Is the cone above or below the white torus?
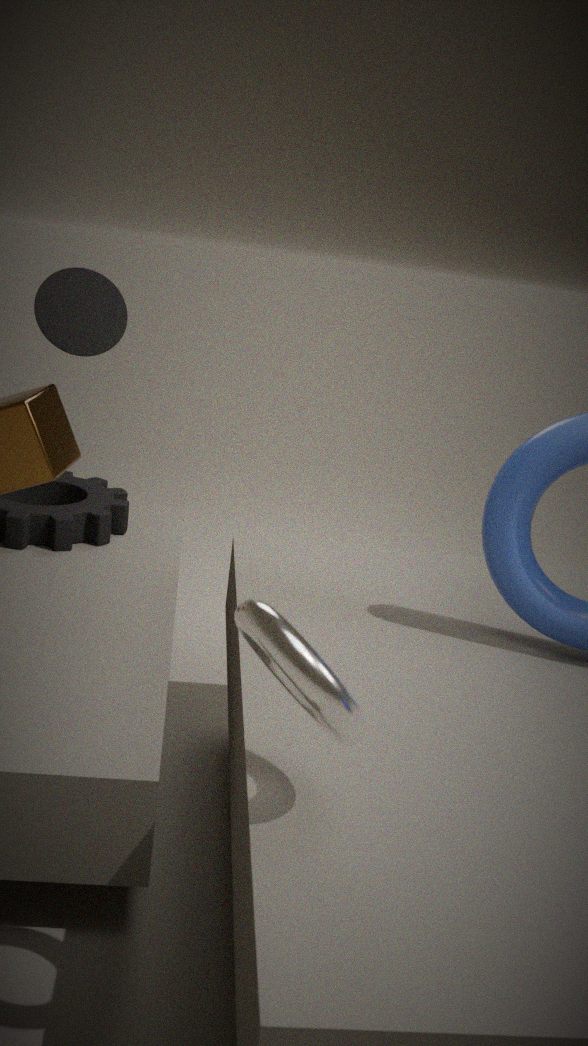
above
